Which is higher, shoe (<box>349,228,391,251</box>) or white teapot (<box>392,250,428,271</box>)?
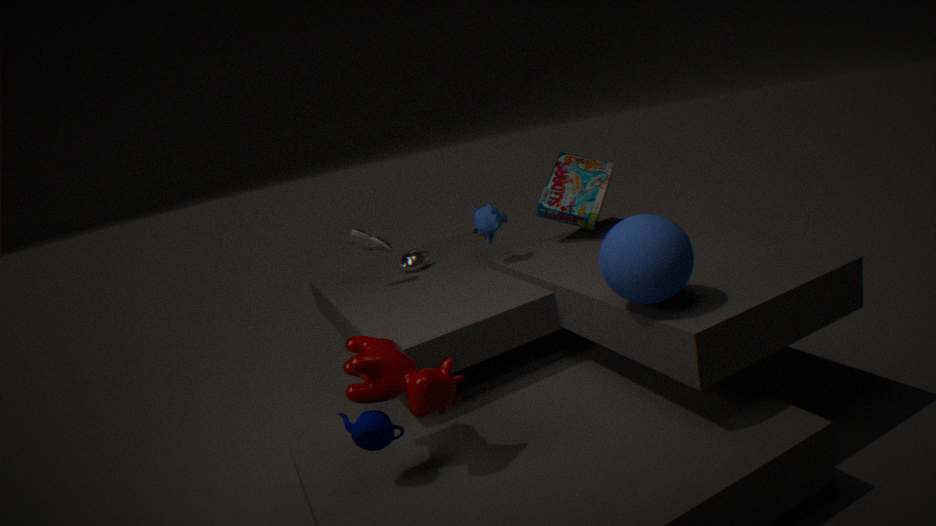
shoe (<box>349,228,391,251</box>)
